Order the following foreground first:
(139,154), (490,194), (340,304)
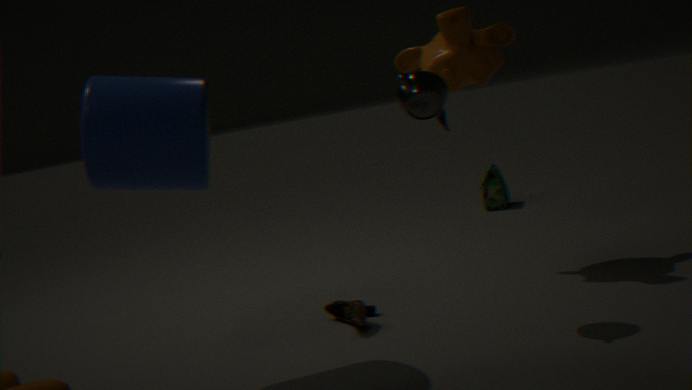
(139,154) < (340,304) < (490,194)
